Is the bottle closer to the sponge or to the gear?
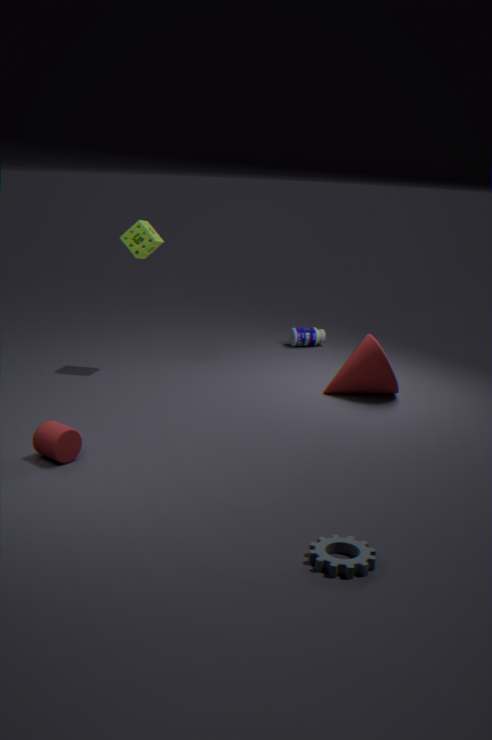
the sponge
